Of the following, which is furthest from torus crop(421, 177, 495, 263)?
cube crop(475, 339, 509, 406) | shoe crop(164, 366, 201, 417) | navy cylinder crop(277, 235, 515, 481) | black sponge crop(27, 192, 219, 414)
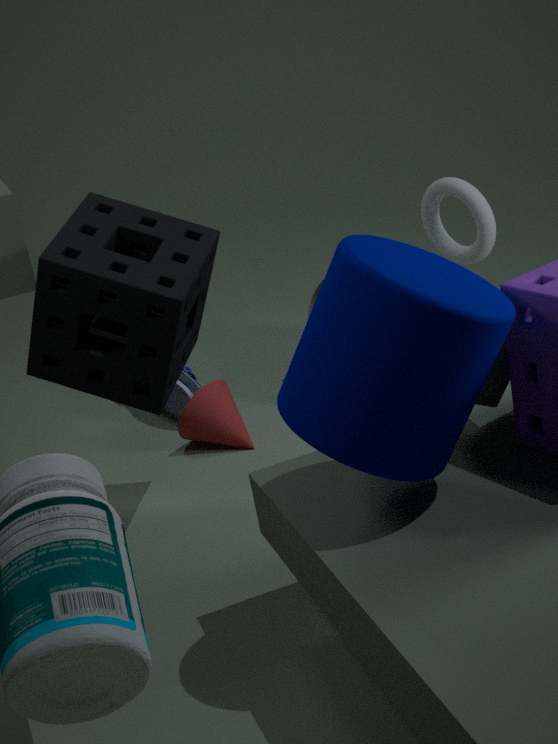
navy cylinder crop(277, 235, 515, 481)
